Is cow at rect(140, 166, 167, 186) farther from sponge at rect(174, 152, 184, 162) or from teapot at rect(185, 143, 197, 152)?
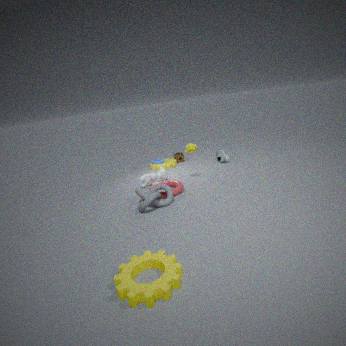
sponge at rect(174, 152, 184, 162)
